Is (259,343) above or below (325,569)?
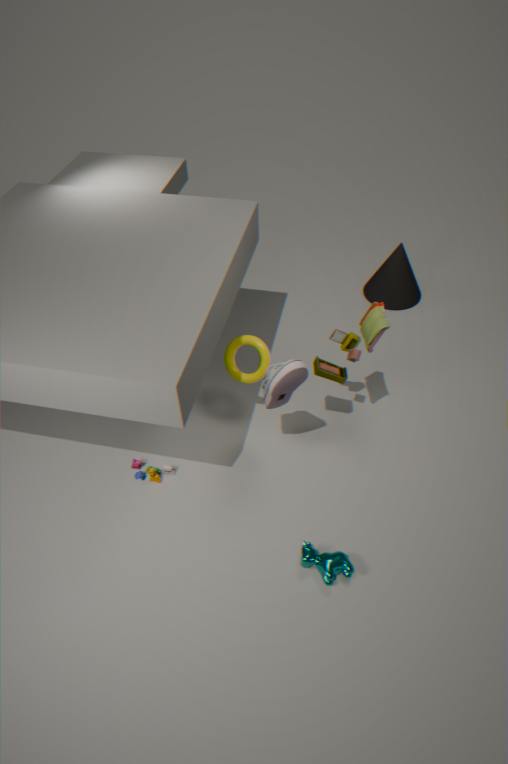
above
